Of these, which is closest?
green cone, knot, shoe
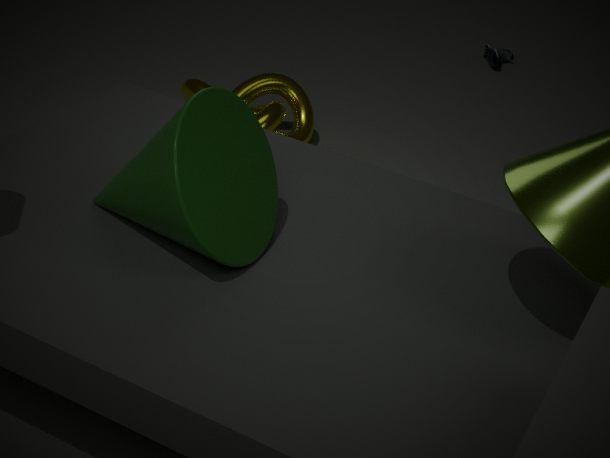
green cone
